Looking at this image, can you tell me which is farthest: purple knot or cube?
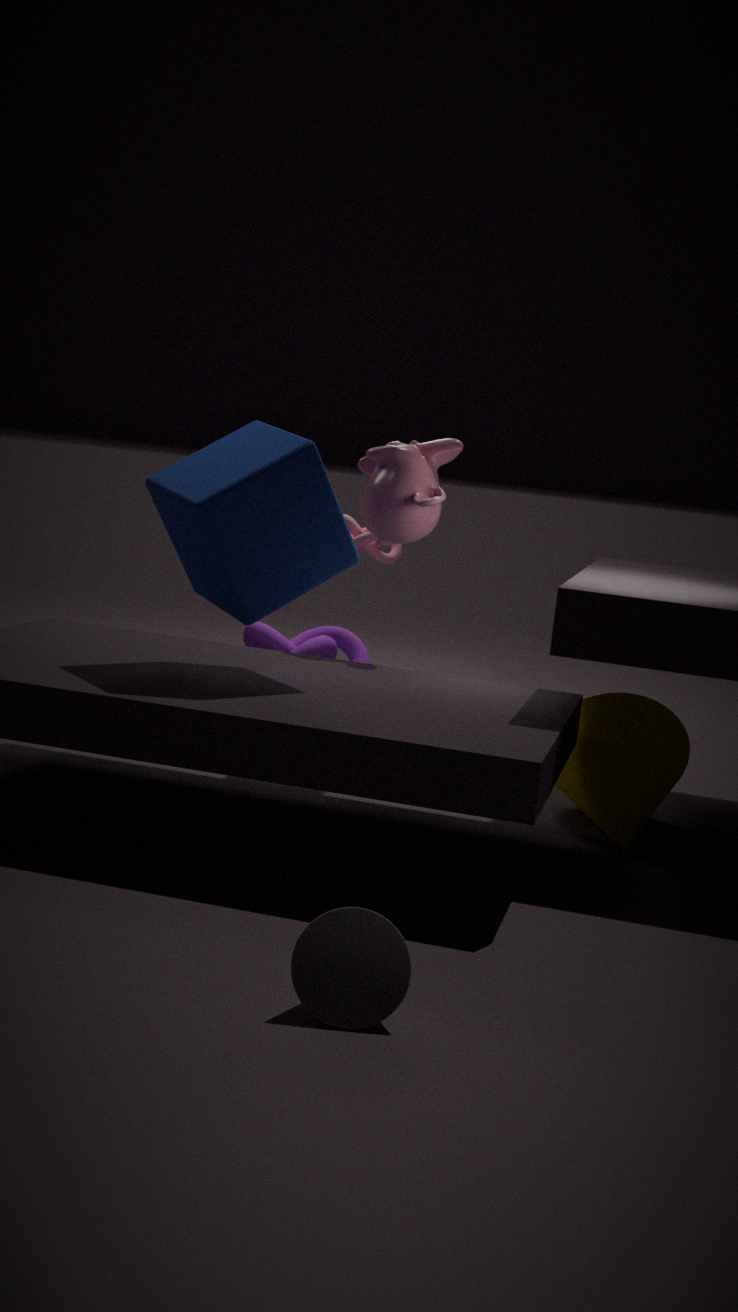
purple knot
